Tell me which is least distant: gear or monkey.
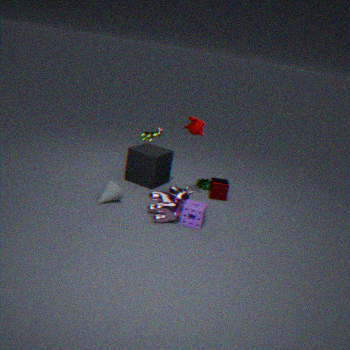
monkey
